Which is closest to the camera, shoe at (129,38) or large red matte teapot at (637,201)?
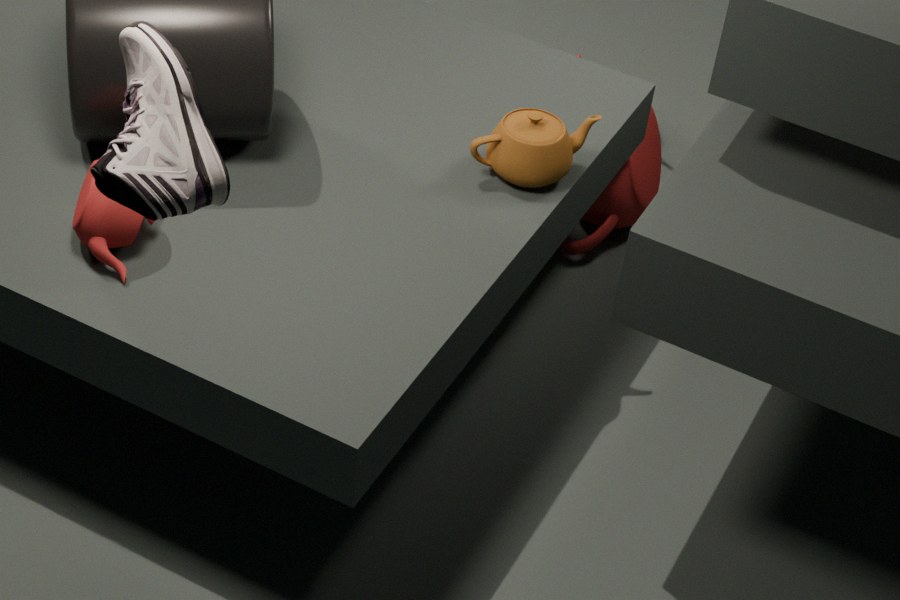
shoe at (129,38)
